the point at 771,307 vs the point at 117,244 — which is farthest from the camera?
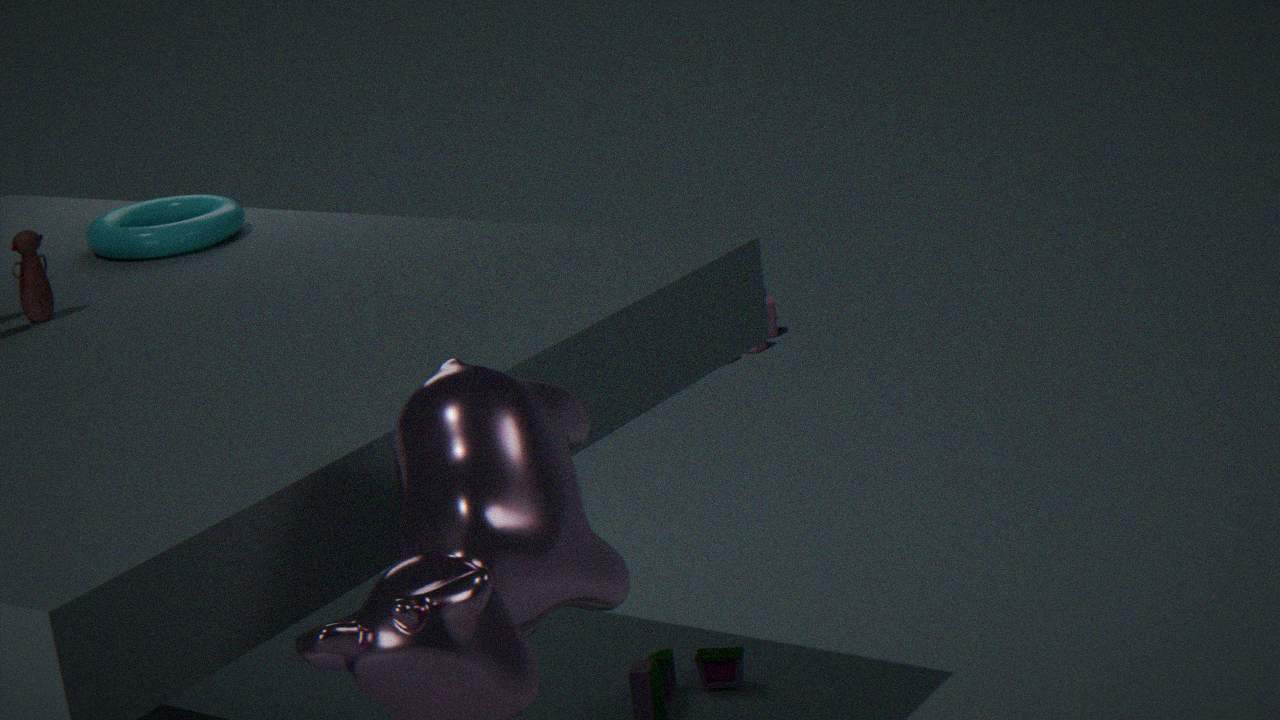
the point at 771,307
